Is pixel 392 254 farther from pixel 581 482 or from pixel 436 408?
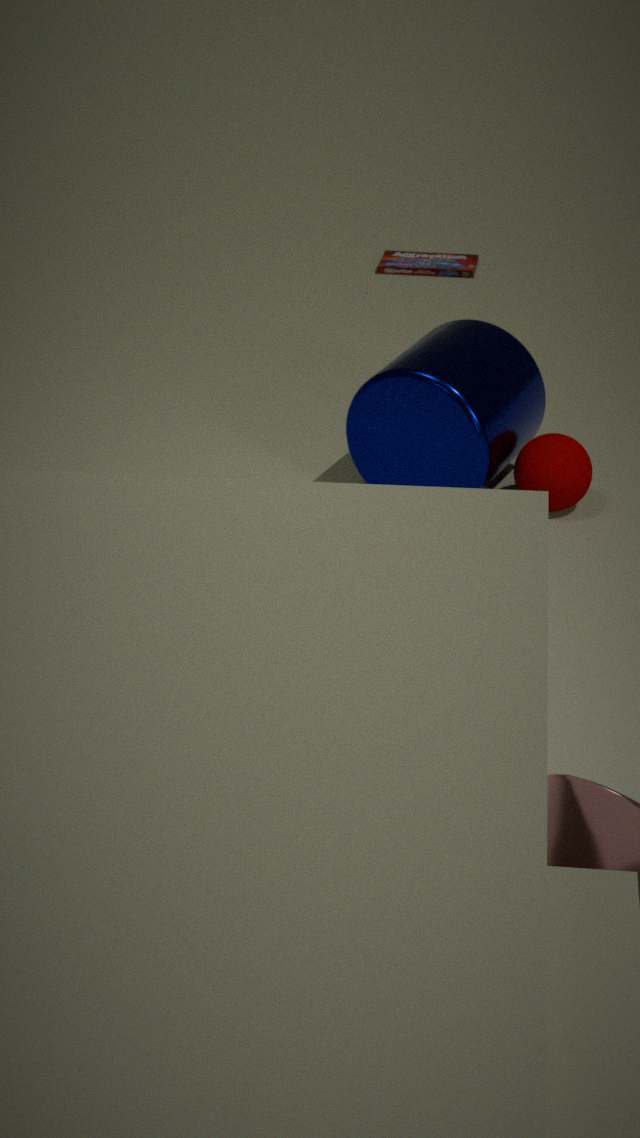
pixel 581 482
